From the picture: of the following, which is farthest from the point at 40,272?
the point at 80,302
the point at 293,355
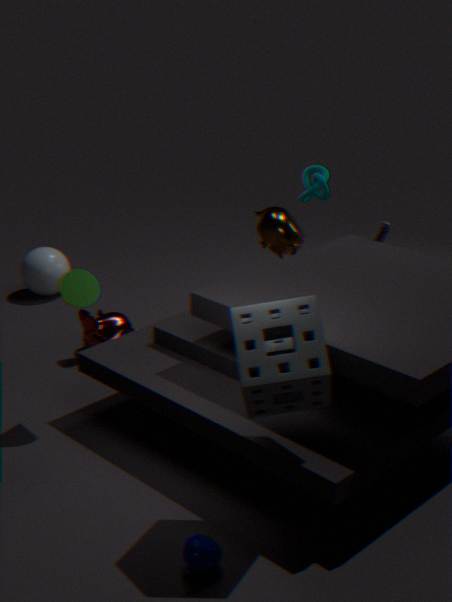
the point at 293,355
